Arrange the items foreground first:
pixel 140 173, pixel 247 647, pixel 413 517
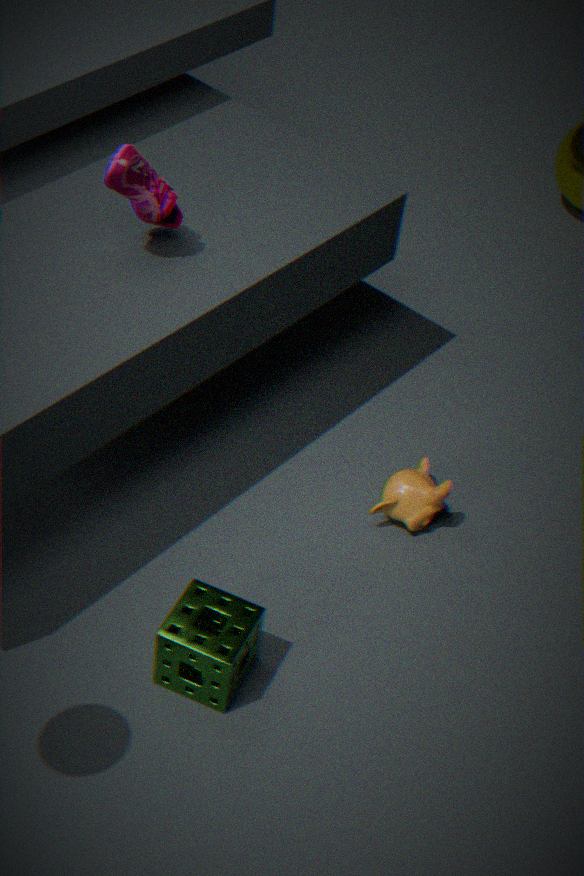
pixel 247 647 → pixel 140 173 → pixel 413 517
